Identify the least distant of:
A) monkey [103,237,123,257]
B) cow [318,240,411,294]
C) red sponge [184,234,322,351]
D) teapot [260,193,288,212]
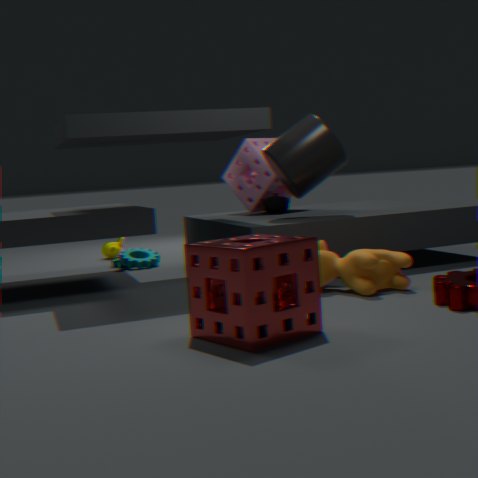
red sponge [184,234,322,351]
